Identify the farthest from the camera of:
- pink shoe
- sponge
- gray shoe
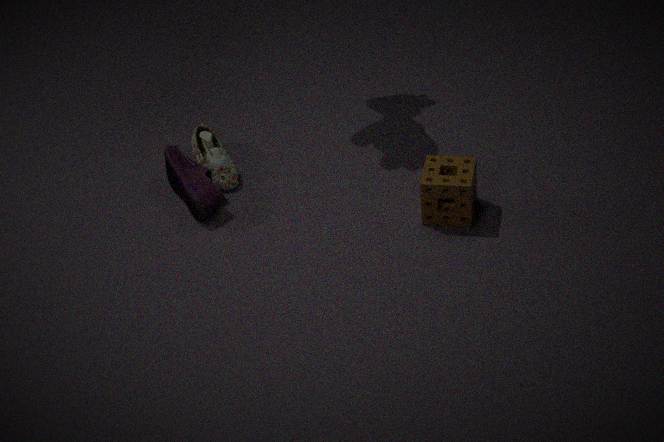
gray shoe
